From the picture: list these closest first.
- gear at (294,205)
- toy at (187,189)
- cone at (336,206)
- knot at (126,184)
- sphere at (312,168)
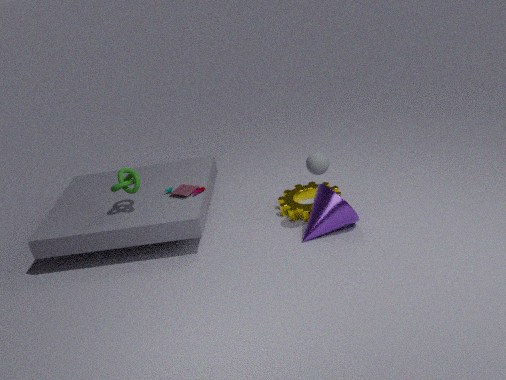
1. sphere at (312,168)
2. cone at (336,206)
3. knot at (126,184)
4. gear at (294,205)
5. toy at (187,189)
